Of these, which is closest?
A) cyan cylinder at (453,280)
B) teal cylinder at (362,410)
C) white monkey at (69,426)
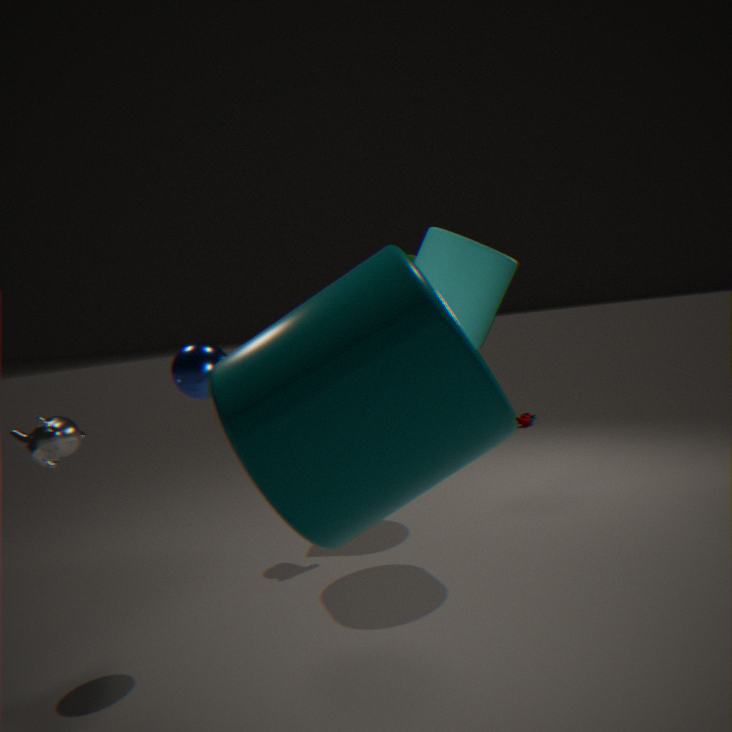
teal cylinder at (362,410)
